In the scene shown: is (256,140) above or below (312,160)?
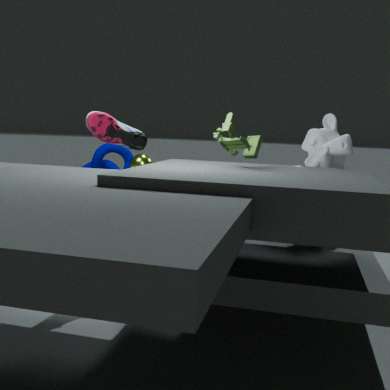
above
